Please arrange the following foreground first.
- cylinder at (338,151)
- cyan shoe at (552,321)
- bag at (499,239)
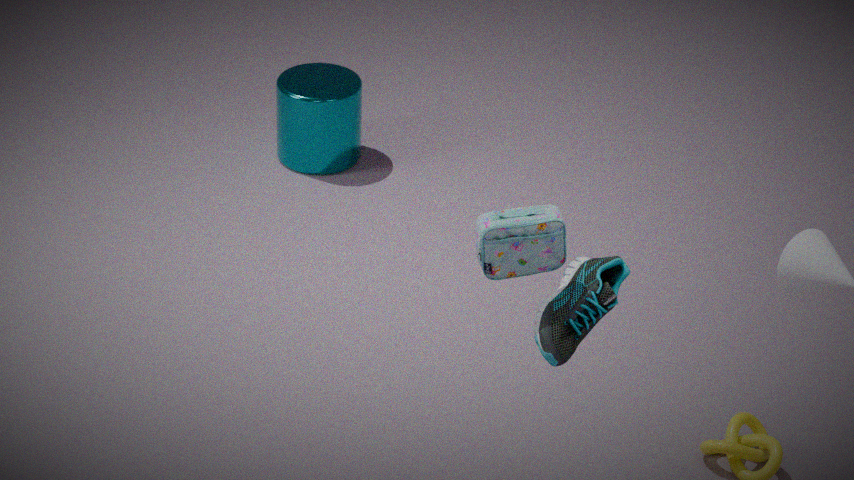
bag at (499,239) < cyan shoe at (552,321) < cylinder at (338,151)
